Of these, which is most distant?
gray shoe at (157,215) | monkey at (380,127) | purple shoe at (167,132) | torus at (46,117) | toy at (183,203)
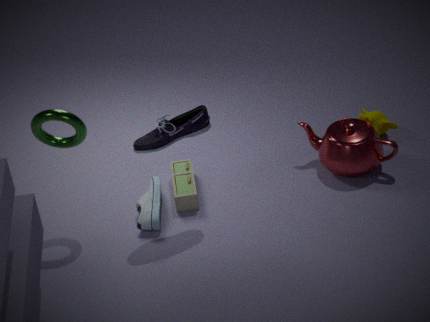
monkey at (380,127)
